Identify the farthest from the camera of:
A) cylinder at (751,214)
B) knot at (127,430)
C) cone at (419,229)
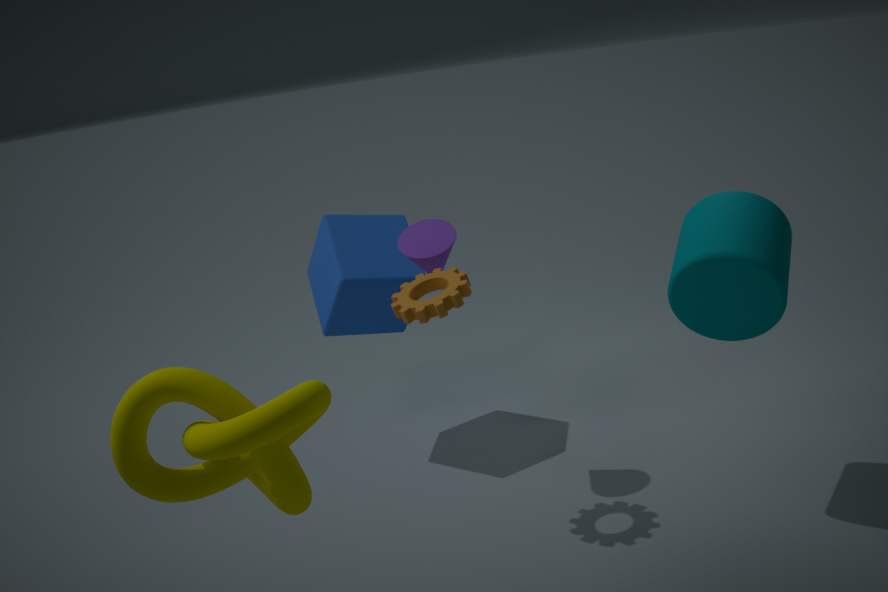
cone at (419,229)
